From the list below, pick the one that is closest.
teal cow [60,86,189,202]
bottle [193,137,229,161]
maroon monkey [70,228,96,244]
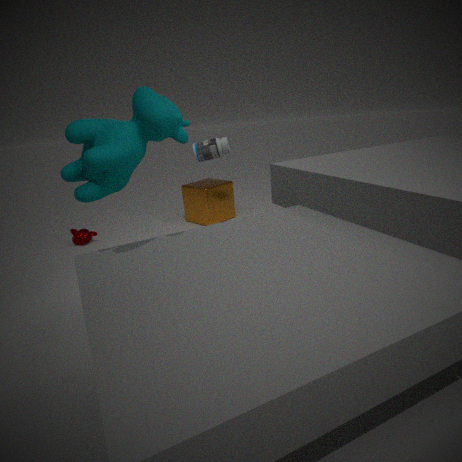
teal cow [60,86,189,202]
